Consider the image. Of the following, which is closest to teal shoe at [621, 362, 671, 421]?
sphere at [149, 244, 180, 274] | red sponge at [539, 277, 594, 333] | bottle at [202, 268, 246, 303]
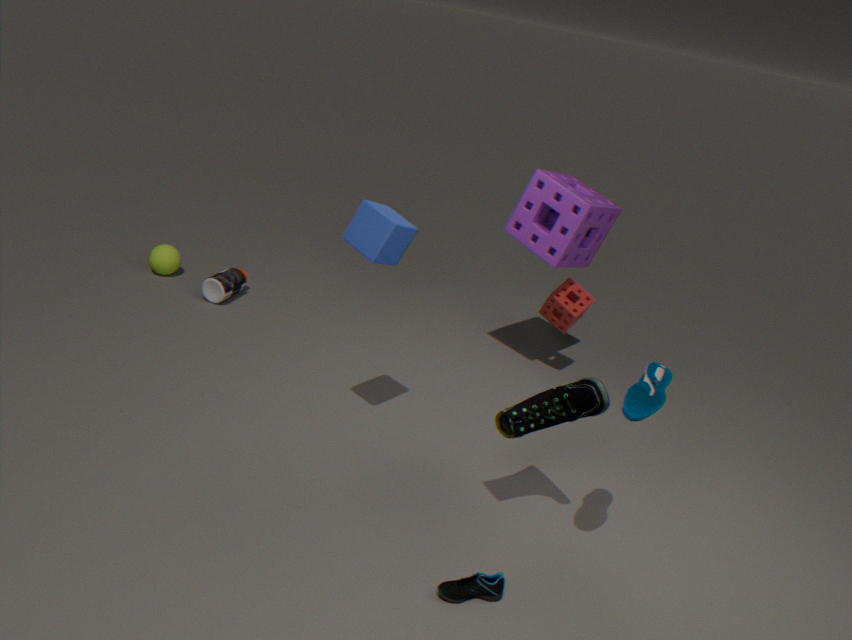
red sponge at [539, 277, 594, 333]
